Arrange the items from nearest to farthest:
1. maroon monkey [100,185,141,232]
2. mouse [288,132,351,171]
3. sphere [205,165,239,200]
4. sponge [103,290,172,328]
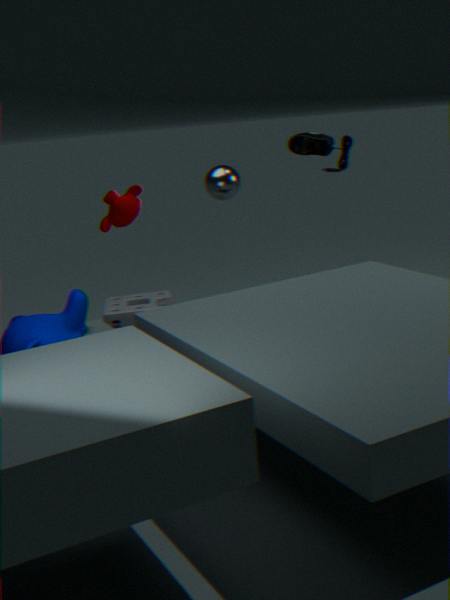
maroon monkey [100,185,141,232] → sphere [205,165,239,200] → sponge [103,290,172,328] → mouse [288,132,351,171]
